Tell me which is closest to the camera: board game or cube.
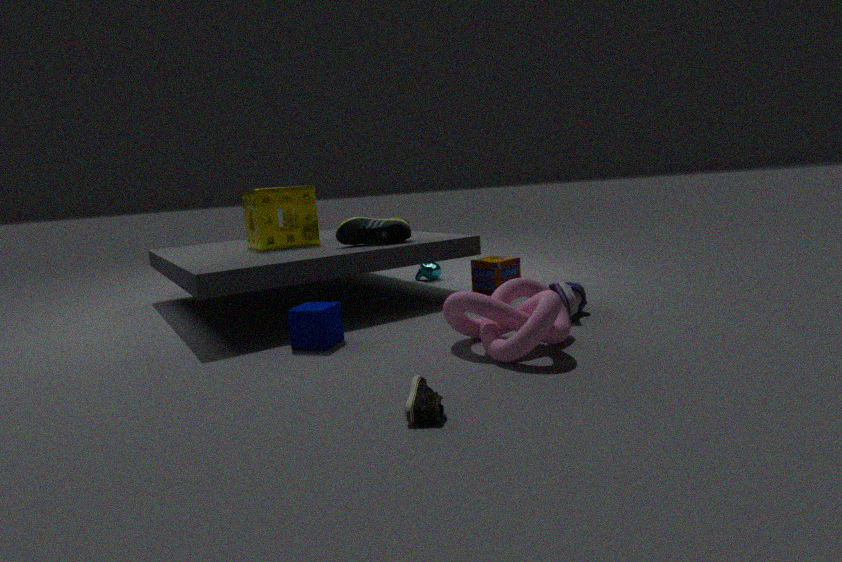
cube
